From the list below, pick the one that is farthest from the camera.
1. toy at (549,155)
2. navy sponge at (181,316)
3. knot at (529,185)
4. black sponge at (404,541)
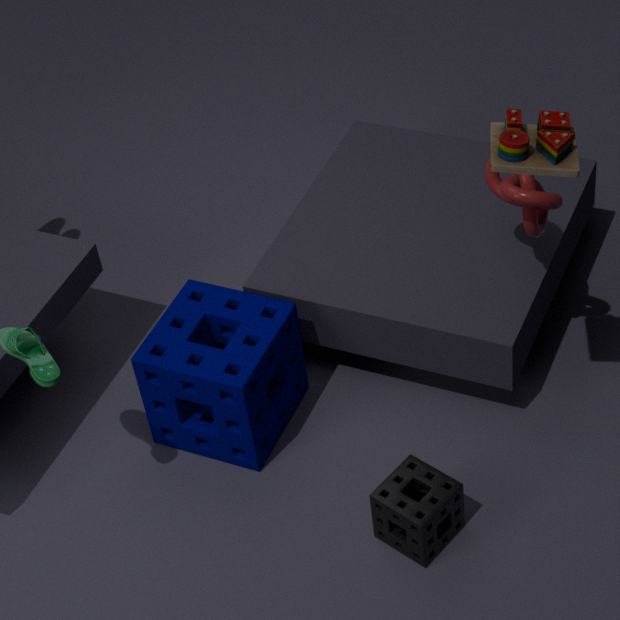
navy sponge at (181,316)
